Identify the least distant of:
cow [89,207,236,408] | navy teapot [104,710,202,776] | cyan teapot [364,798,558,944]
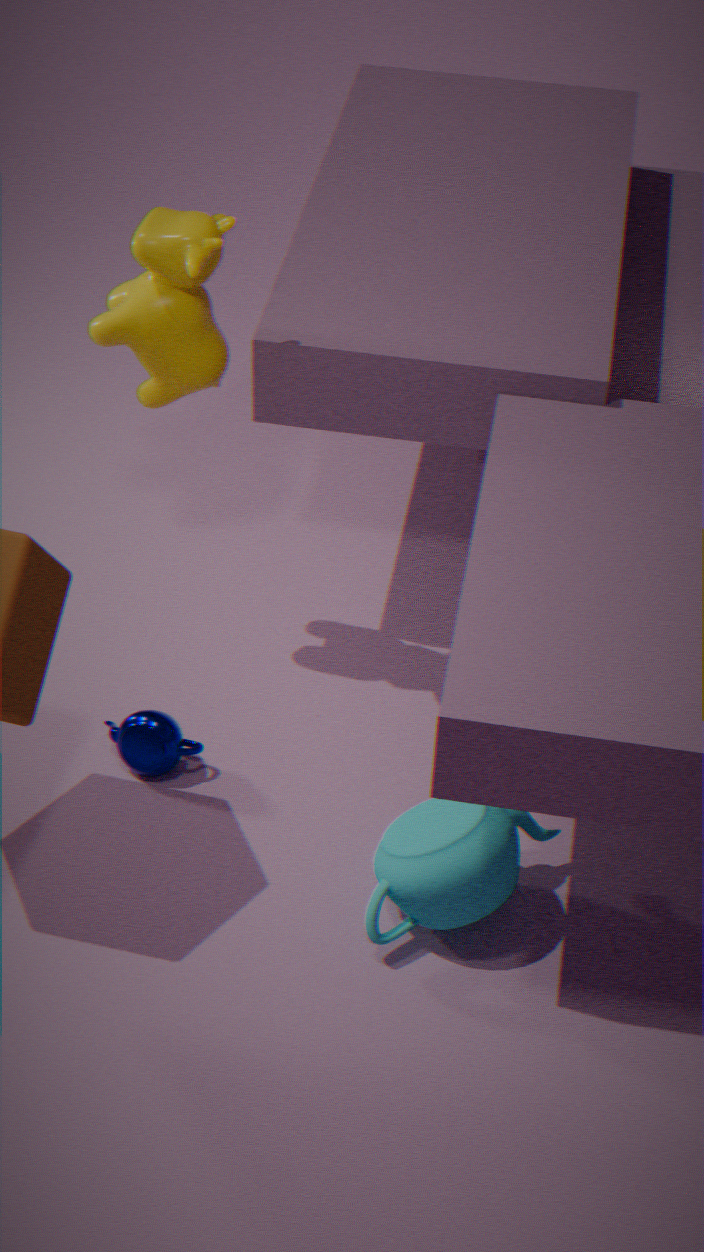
cyan teapot [364,798,558,944]
